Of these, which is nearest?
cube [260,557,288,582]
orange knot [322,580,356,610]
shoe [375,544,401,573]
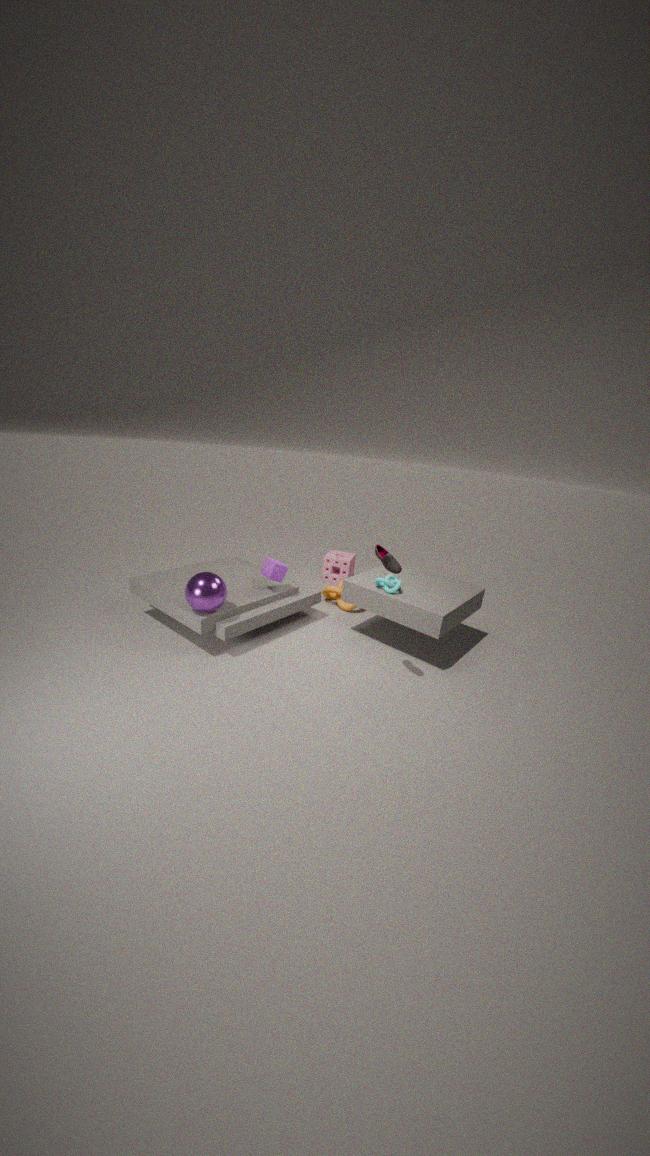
shoe [375,544,401,573]
